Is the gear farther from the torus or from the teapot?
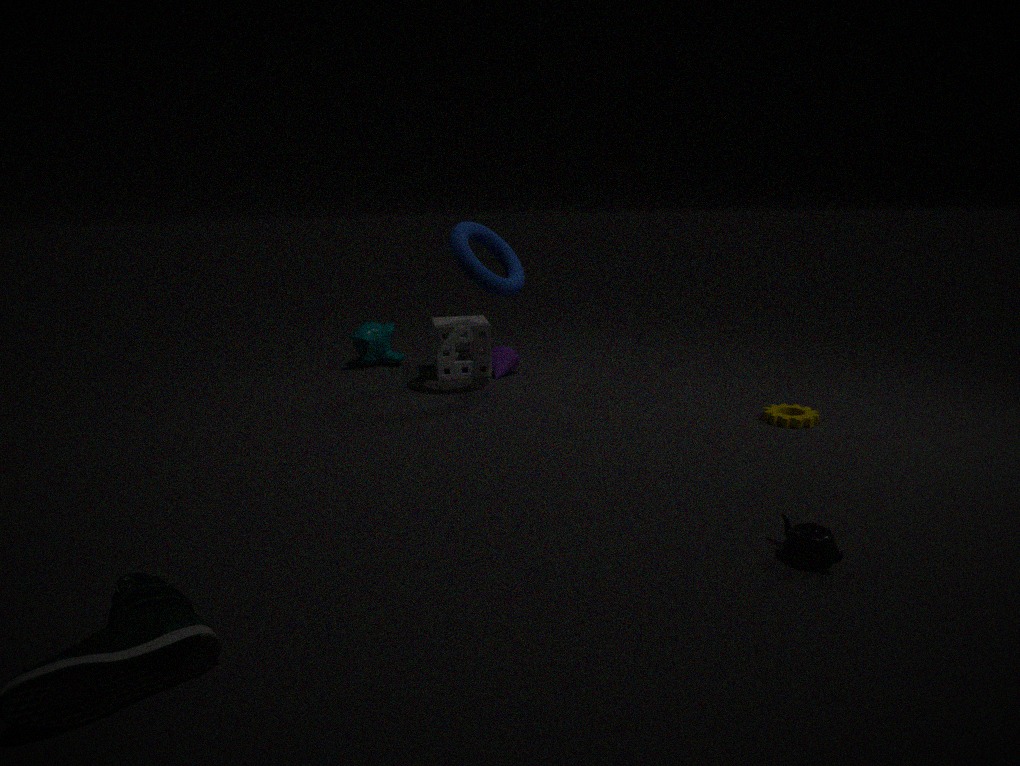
the torus
